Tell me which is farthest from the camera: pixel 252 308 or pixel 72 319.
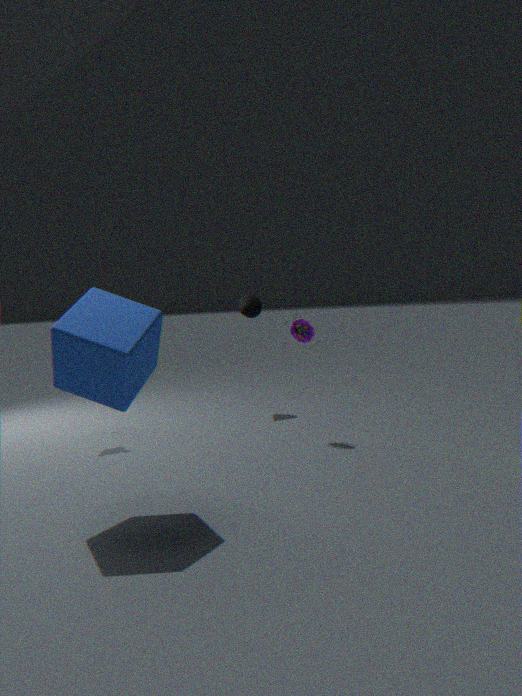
pixel 252 308
